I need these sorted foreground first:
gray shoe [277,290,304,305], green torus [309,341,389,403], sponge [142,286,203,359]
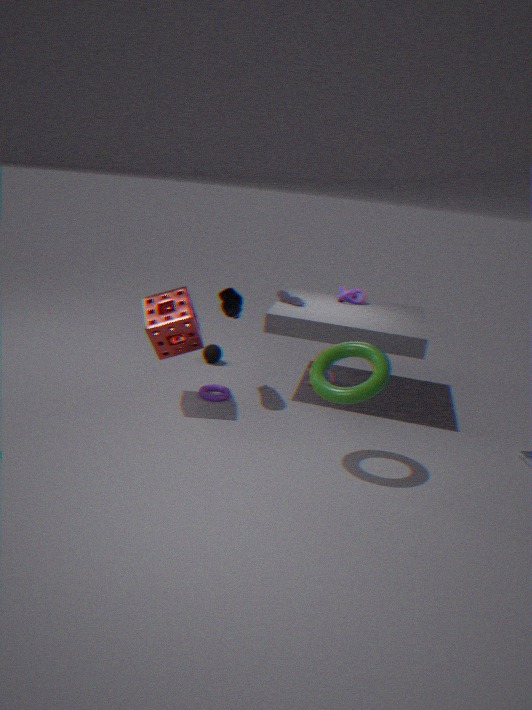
green torus [309,341,389,403] < sponge [142,286,203,359] < gray shoe [277,290,304,305]
